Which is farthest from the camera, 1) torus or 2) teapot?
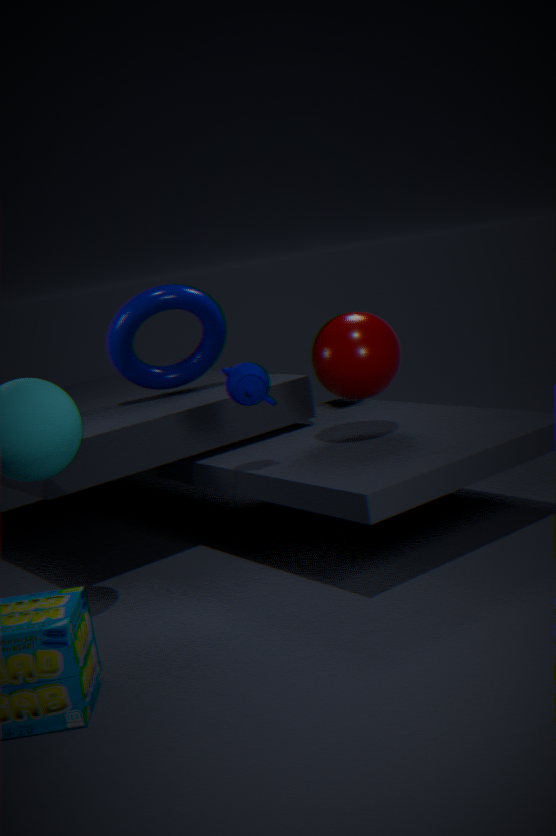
1. torus
